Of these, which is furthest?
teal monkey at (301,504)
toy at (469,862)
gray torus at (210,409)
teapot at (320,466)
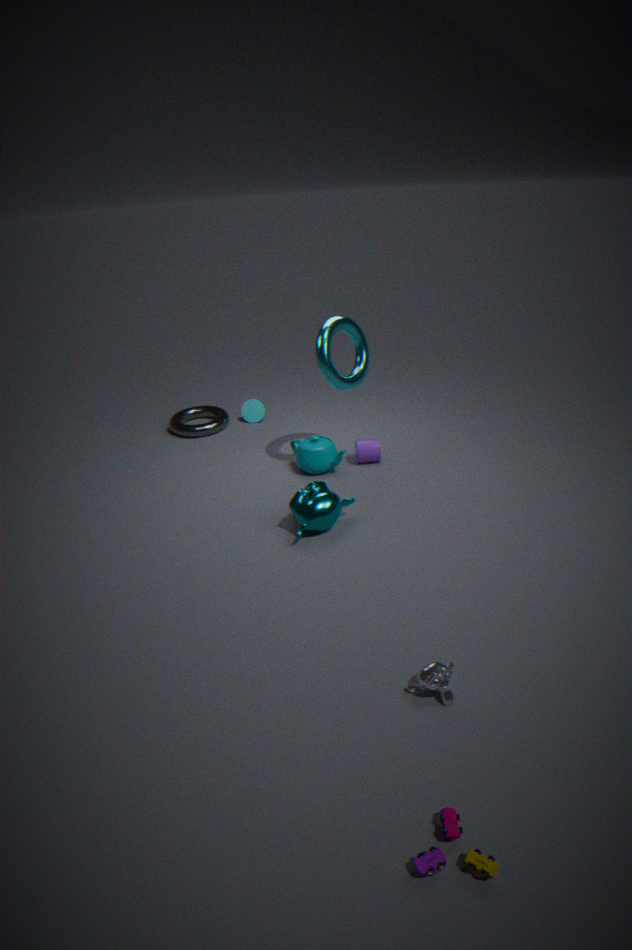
gray torus at (210,409)
